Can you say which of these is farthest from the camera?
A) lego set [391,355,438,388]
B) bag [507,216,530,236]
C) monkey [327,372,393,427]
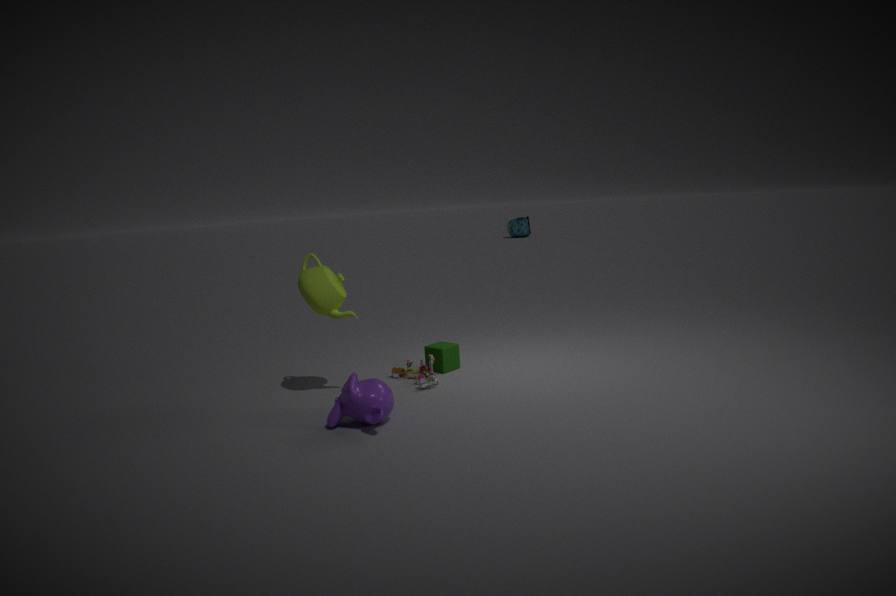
bag [507,216,530,236]
